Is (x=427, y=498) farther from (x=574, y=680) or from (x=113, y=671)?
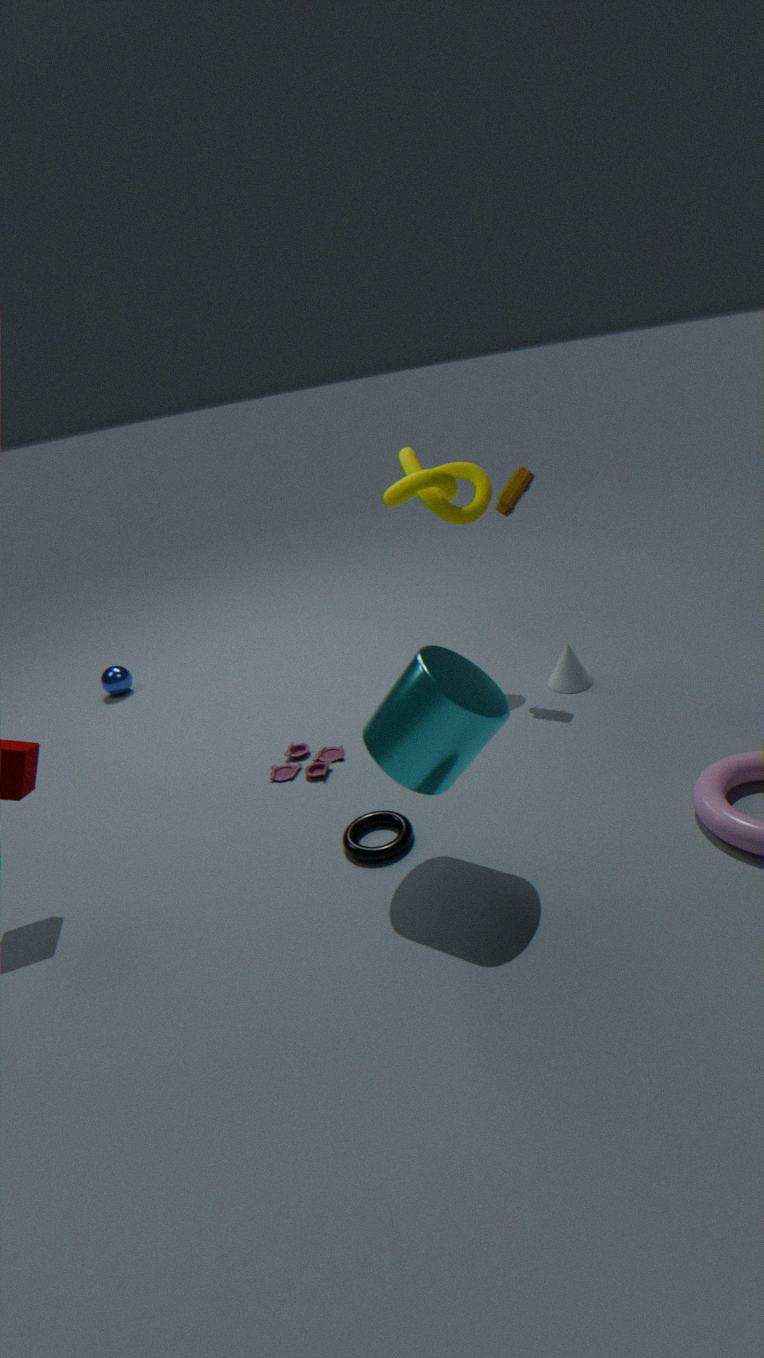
(x=113, y=671)
